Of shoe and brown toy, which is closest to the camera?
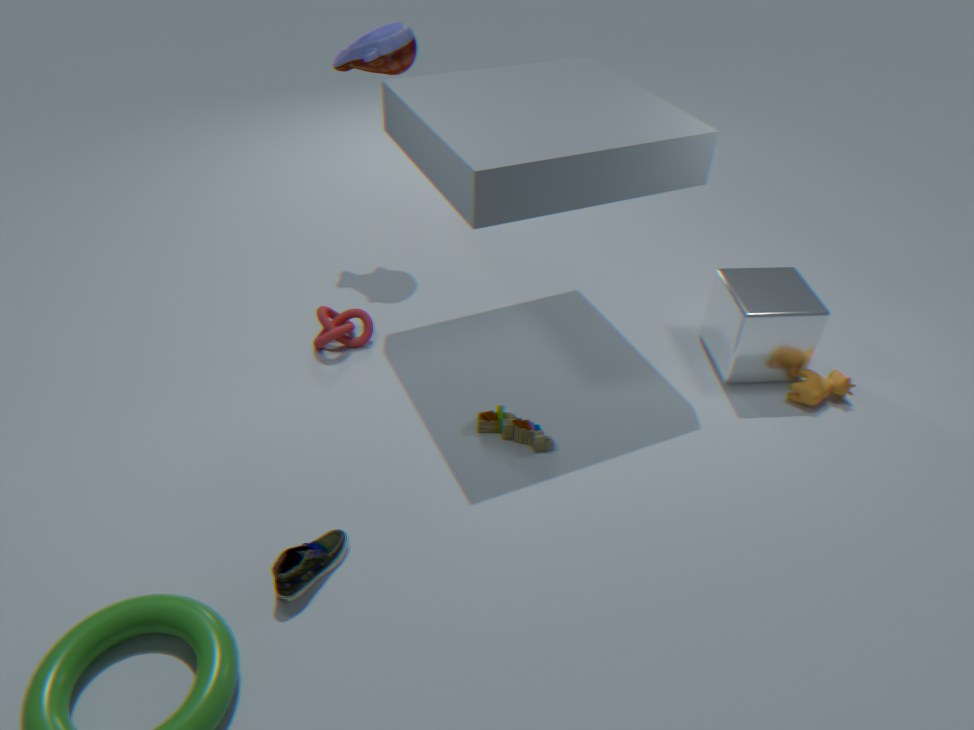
shoe
